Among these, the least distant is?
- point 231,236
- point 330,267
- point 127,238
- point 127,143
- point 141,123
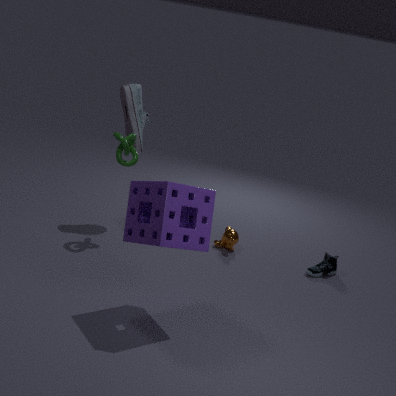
point 127,238
